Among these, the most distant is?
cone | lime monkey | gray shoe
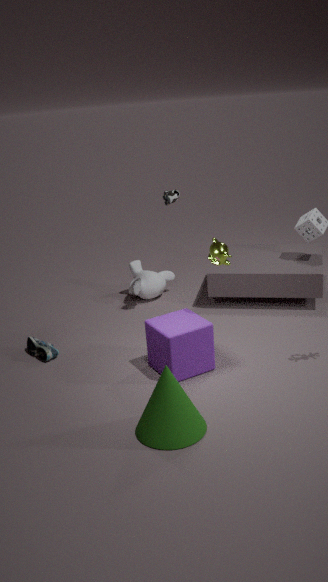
gray shoe
